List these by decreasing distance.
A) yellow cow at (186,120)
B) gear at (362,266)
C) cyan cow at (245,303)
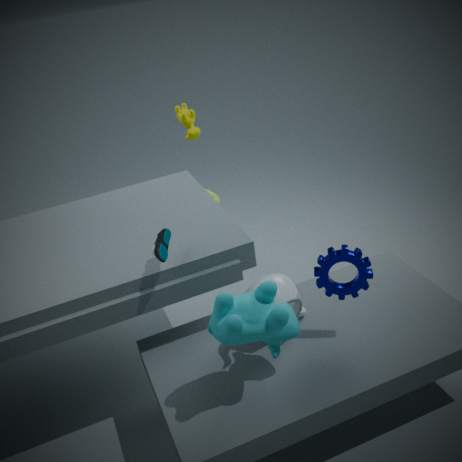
yellow cow at (186,120) < gear at (362,266) < cyan cow at (245,303)
